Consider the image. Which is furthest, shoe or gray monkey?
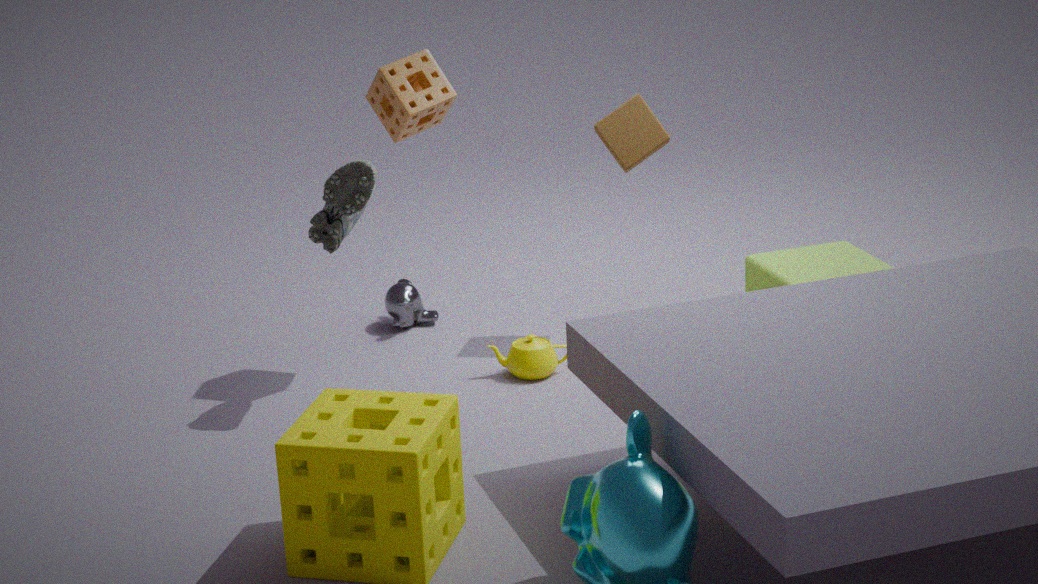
gray monkey
